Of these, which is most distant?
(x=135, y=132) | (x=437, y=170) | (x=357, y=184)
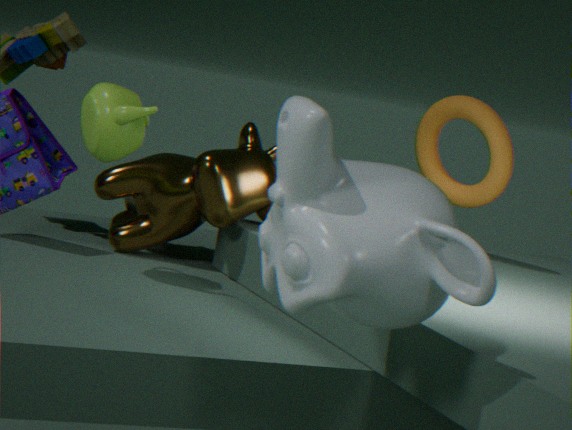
(x=437, y=170)
